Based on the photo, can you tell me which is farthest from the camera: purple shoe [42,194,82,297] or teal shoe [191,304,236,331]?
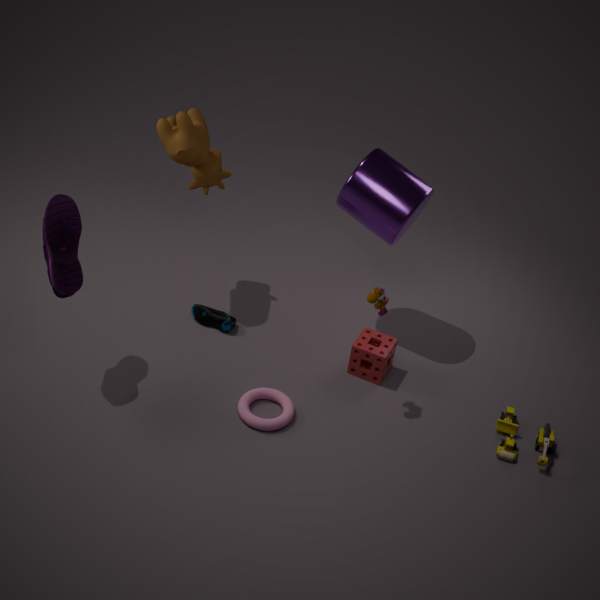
teal shoe [191,304,236,331]
